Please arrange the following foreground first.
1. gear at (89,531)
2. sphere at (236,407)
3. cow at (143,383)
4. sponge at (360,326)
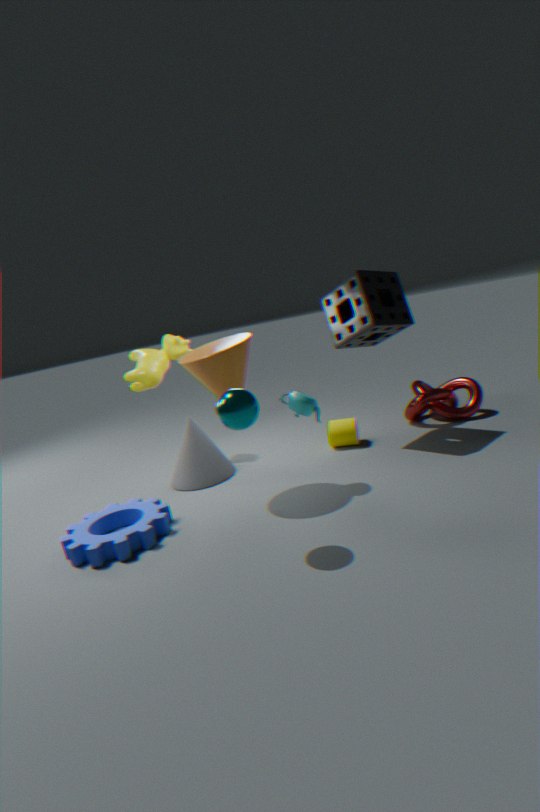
sphere at (236,407) → gear at (89,531) → sponge at (360,326) → cow at (143,383)
